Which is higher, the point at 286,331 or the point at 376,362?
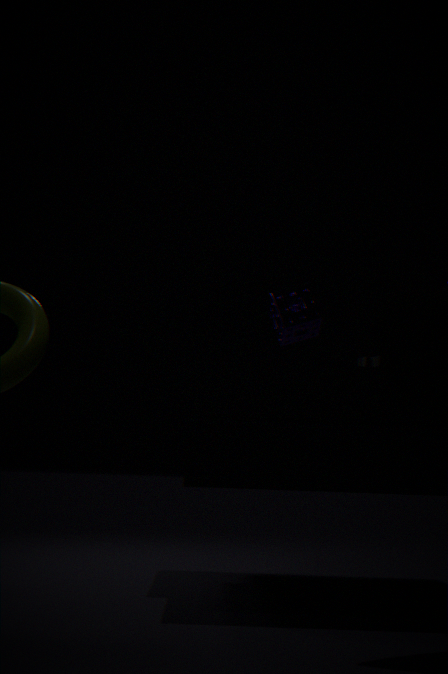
the point at 286,331
